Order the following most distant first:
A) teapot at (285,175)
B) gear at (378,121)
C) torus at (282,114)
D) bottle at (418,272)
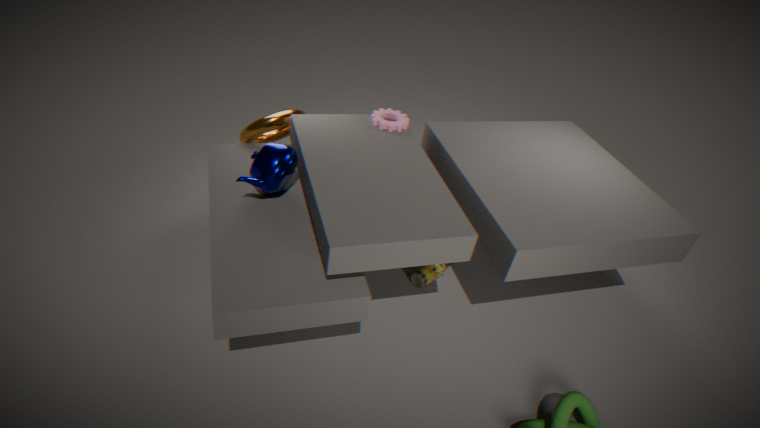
C. torus at (282,114)
D. bottle at (418,272)
B. gear at (378,121)
A. teapot at (285,175)
